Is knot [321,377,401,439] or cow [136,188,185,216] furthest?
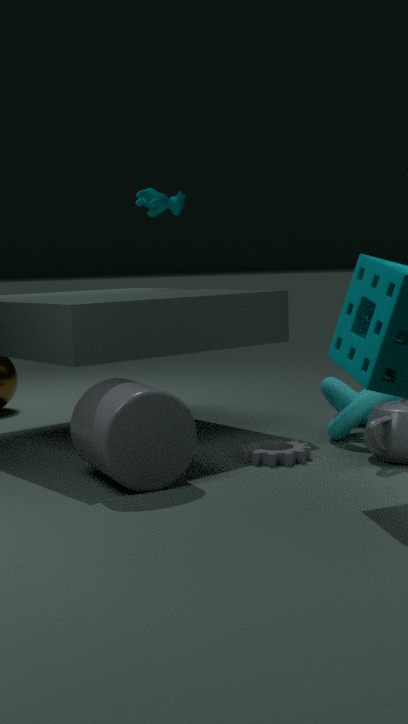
cow [136,188,185,216]
